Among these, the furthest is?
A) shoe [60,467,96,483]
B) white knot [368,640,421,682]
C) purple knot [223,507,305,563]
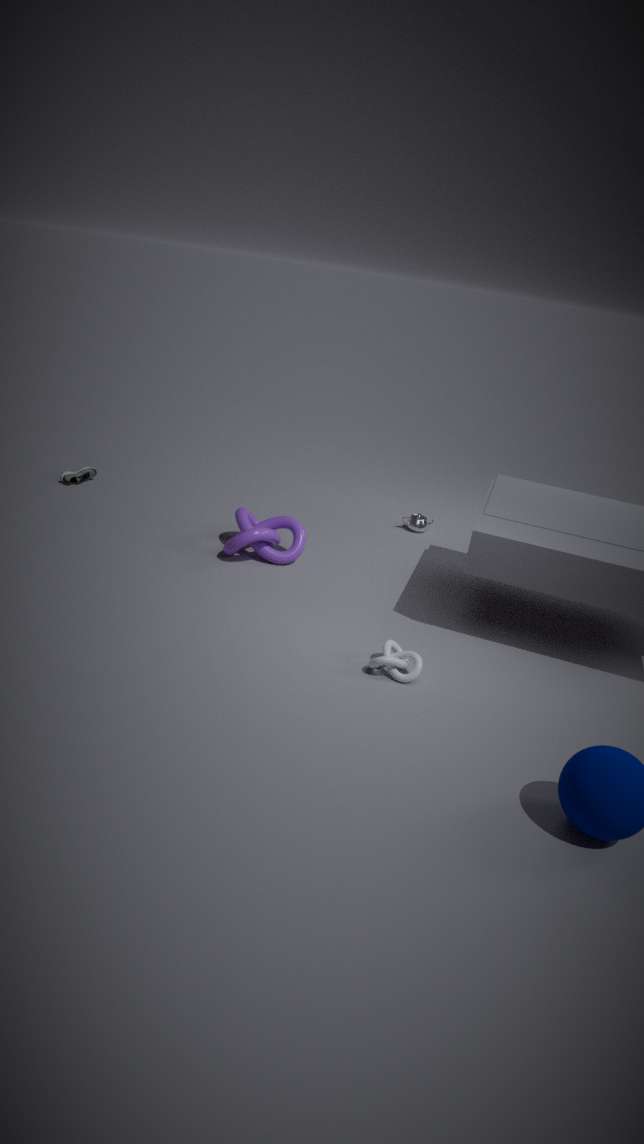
shoe [60,467,96,483]
